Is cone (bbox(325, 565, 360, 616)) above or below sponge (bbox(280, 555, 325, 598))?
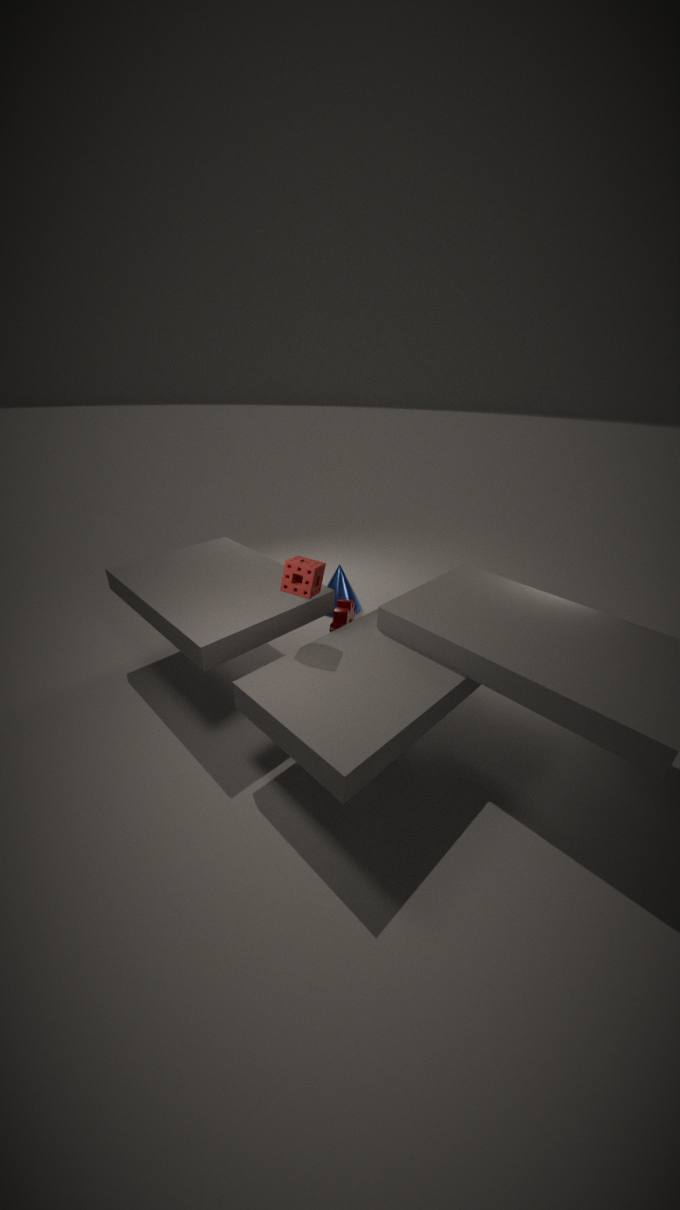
below
